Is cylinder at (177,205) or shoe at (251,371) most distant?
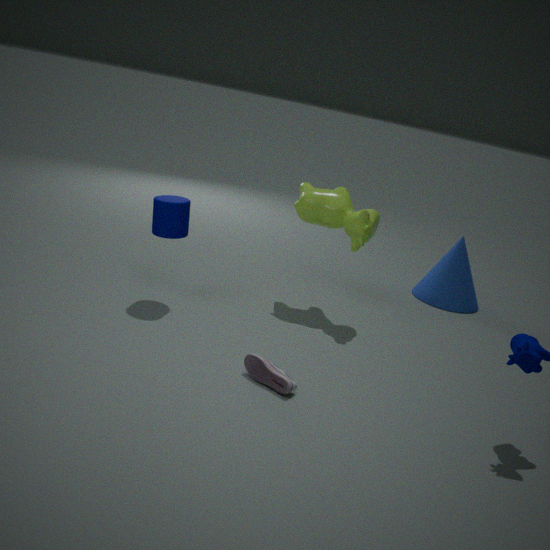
cylinder at (177,205)
